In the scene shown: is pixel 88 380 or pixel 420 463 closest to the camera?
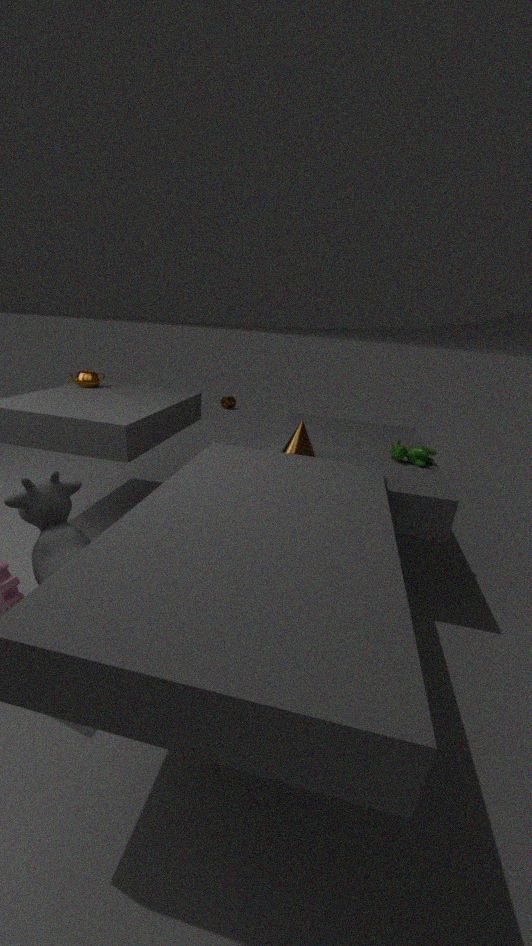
pixel 420 463
